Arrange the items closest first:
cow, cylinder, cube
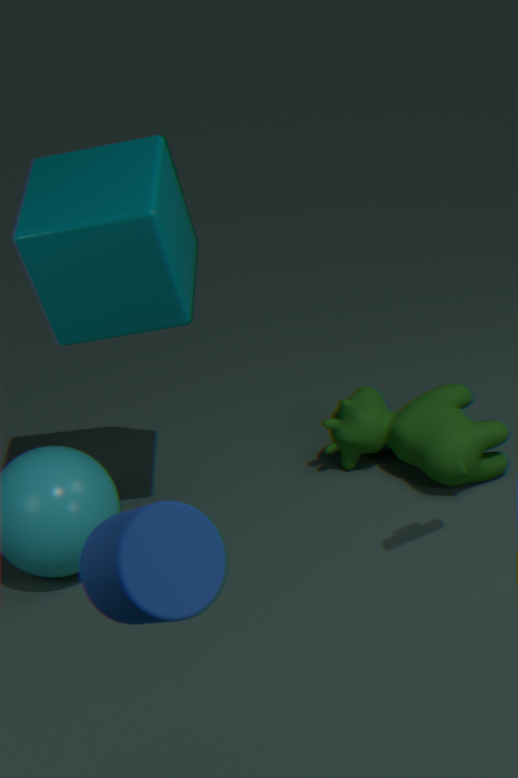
cylinder < cube < cow
